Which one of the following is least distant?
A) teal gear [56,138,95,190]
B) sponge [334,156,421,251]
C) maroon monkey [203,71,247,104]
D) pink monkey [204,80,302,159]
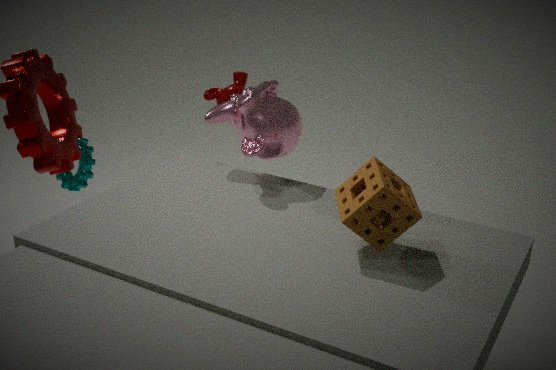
sponge [334,156,421,251]
